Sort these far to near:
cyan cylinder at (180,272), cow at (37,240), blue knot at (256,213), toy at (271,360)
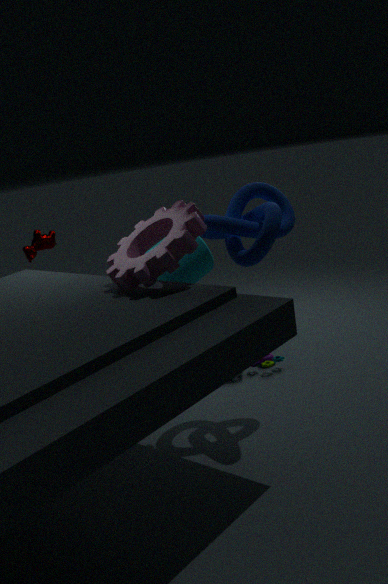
cow at (37,240), cyan cylinder at (180,272), toy at (271,360), blue knot at (256,213)
